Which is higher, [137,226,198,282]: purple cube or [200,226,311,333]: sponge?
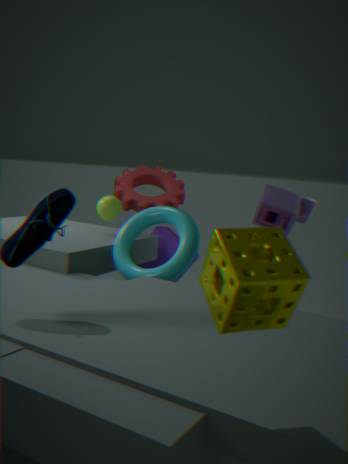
[200,226,311,333]: sponge
